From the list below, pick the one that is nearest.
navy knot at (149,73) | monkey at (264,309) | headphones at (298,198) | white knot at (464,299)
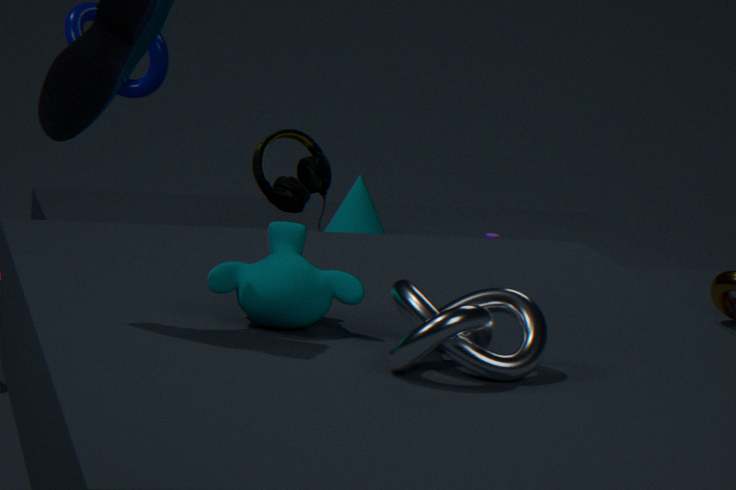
white knot at (464,299)
